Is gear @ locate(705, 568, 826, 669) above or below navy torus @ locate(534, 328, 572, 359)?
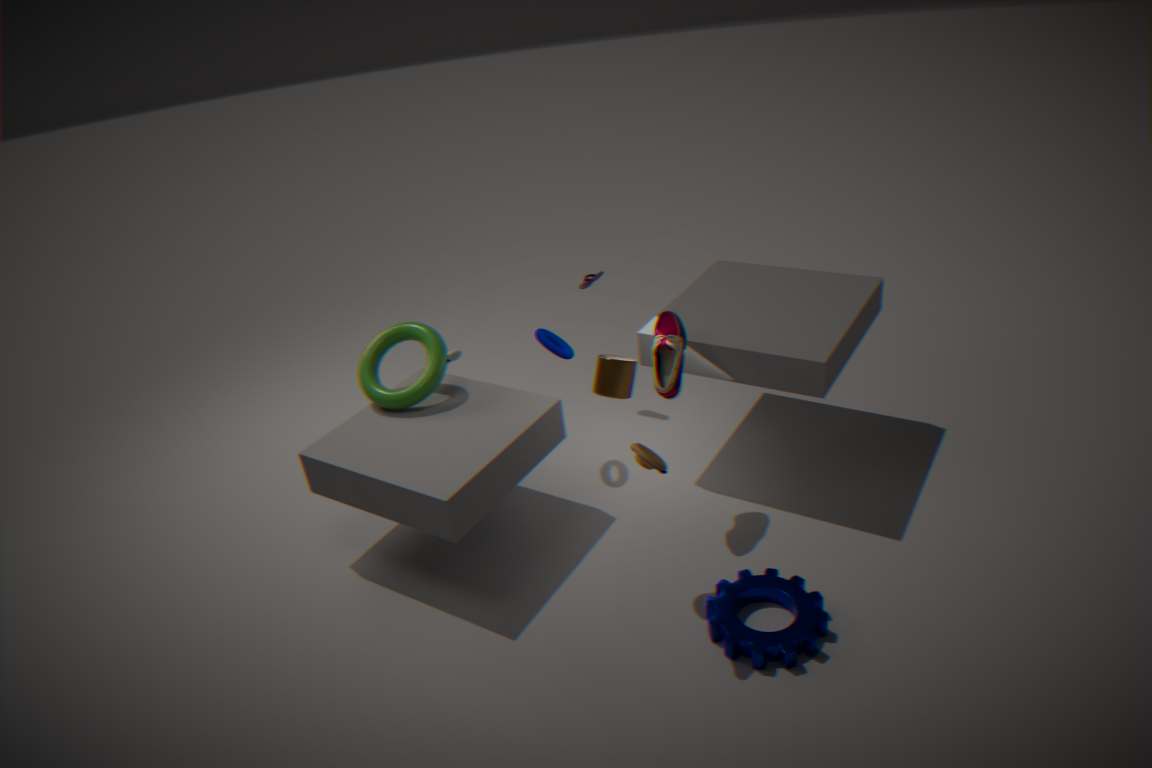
below
